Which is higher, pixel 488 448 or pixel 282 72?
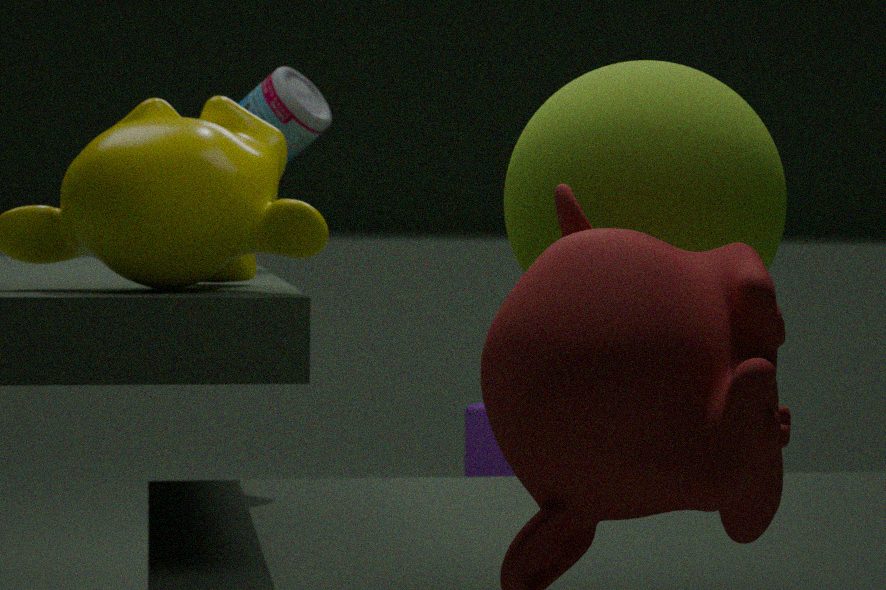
pixel 282 72
